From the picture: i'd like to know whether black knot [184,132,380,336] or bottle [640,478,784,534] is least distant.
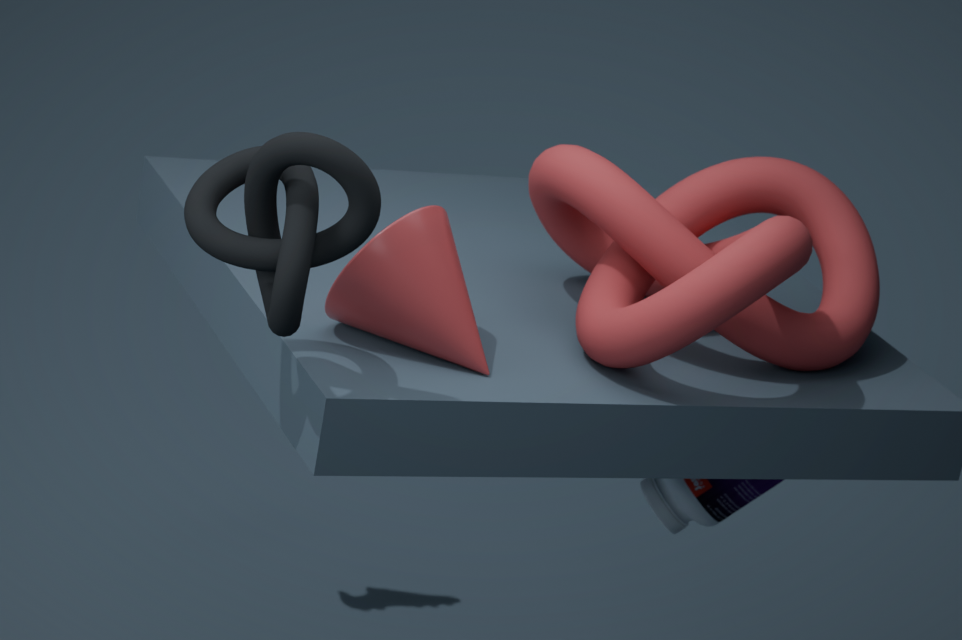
black knot [184,132,380,336]
